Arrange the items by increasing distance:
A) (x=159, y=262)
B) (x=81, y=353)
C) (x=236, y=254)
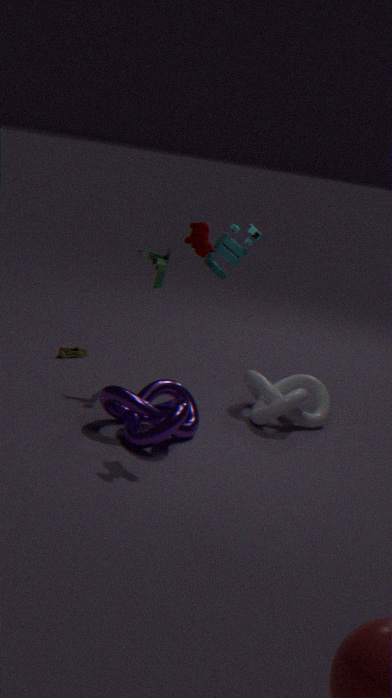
(x=236, y=254) → (x=159, y=262) → (x=81, y=353)
